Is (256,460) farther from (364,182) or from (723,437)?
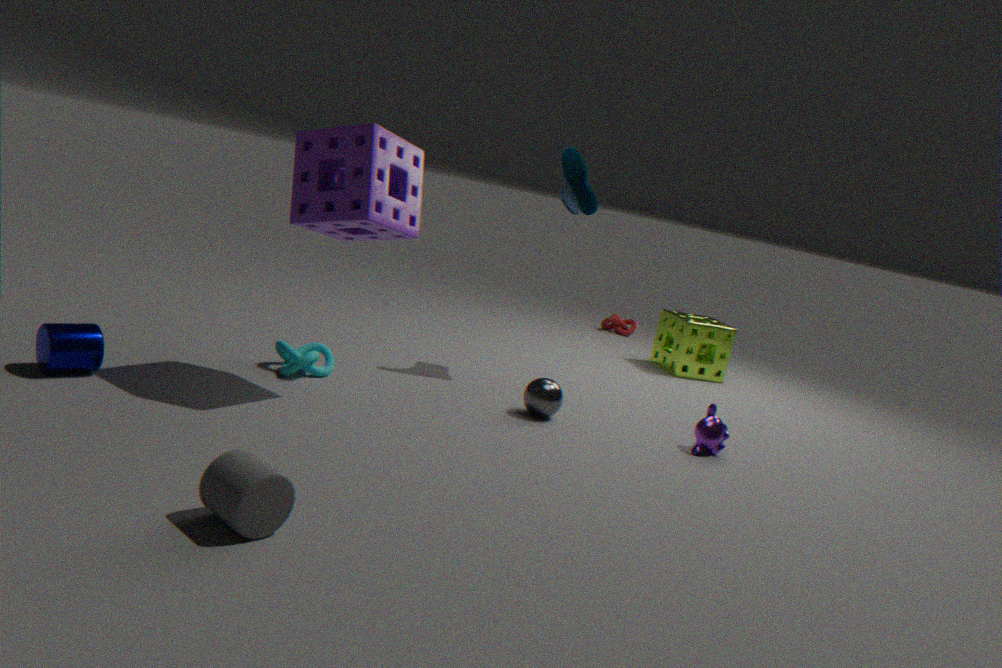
(723,437)
